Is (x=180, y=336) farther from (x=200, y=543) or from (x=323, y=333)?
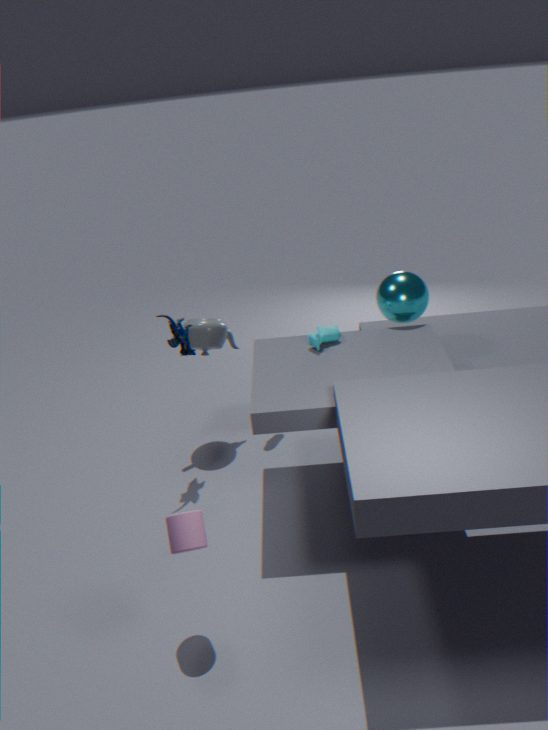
(x=200, y=543)
